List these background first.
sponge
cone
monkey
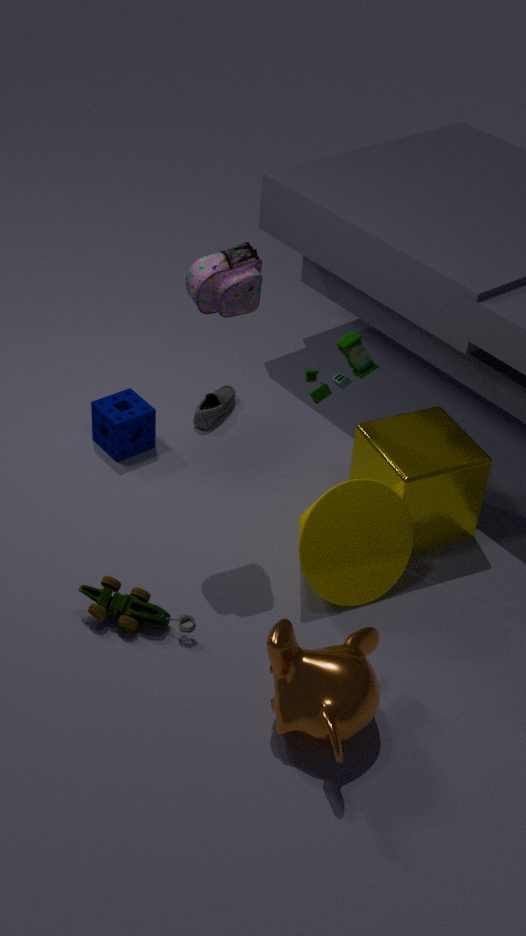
sponge → cone → monkey
